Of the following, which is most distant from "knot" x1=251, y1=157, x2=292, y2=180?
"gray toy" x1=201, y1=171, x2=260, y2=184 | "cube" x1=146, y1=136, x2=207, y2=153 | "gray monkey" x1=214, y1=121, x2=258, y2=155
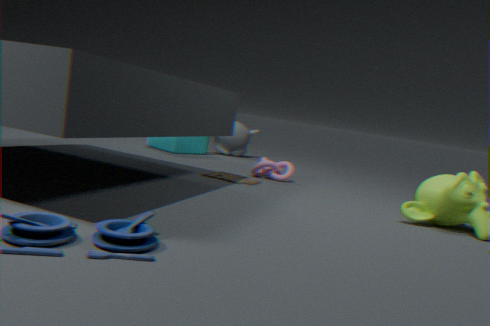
"gray monkey" x1=214, y1=121, x2=258, y2=155
